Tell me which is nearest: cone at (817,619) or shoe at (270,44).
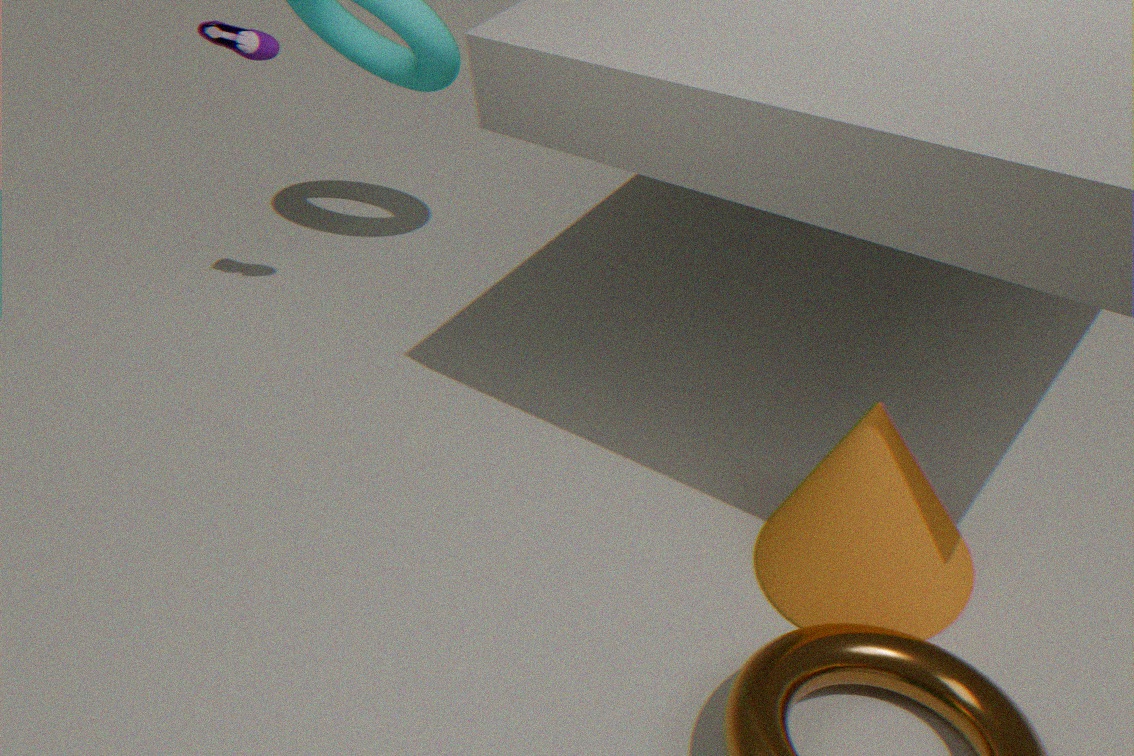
cone at (817,619)
